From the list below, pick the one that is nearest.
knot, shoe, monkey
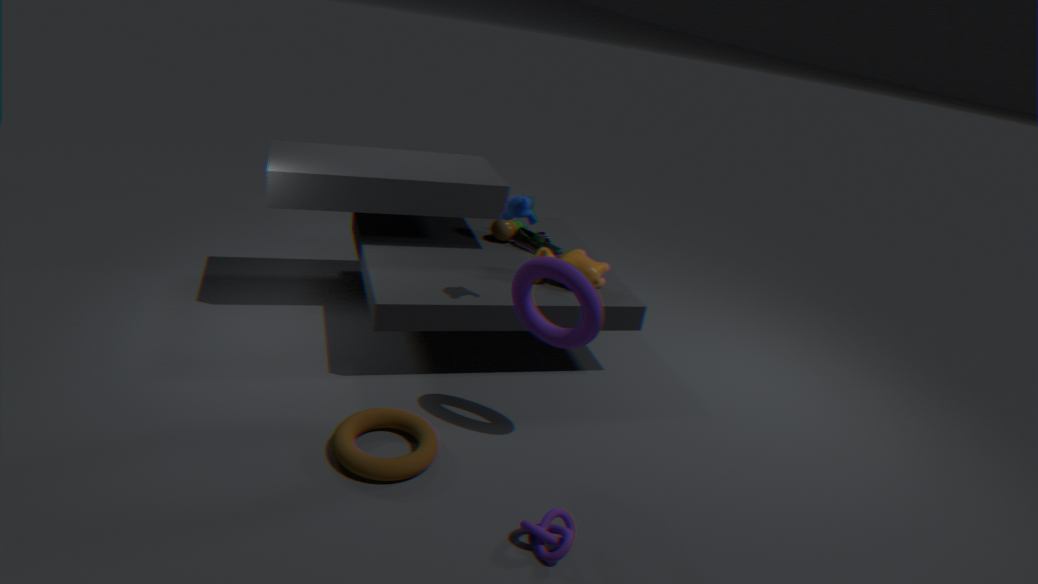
knot
